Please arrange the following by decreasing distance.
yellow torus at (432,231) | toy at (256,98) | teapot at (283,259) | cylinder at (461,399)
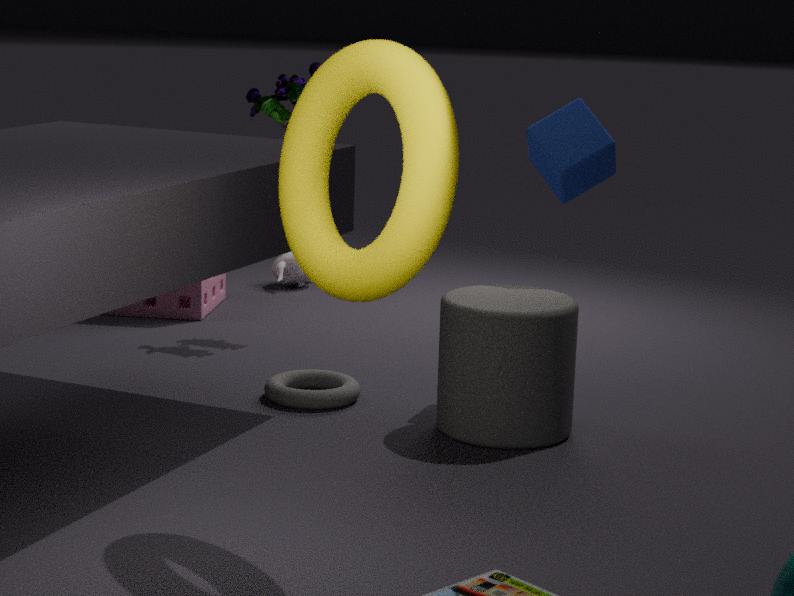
teapot at (283,259) < toy at (256,98) < cylinder at (461,399) < yellow torus at (432,231)
